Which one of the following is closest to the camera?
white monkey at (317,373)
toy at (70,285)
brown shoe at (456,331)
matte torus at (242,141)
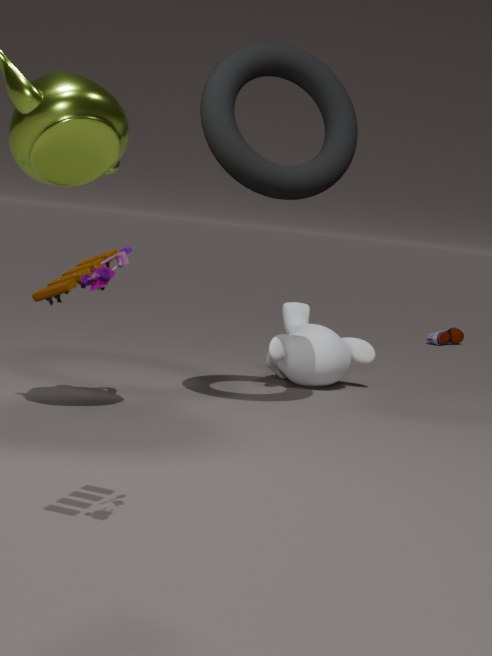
toy at (70,285)
